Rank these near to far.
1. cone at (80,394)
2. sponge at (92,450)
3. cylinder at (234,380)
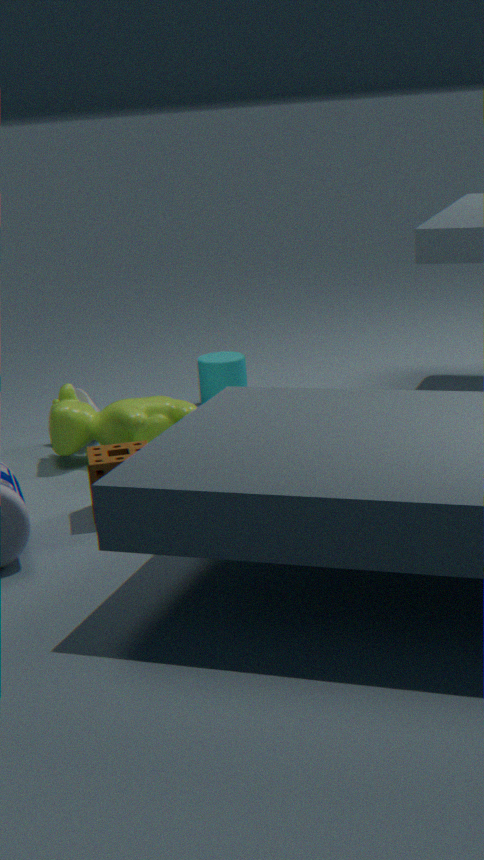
sponge at (92,450) < cone at (80,394) < cylinder at (234,380)
